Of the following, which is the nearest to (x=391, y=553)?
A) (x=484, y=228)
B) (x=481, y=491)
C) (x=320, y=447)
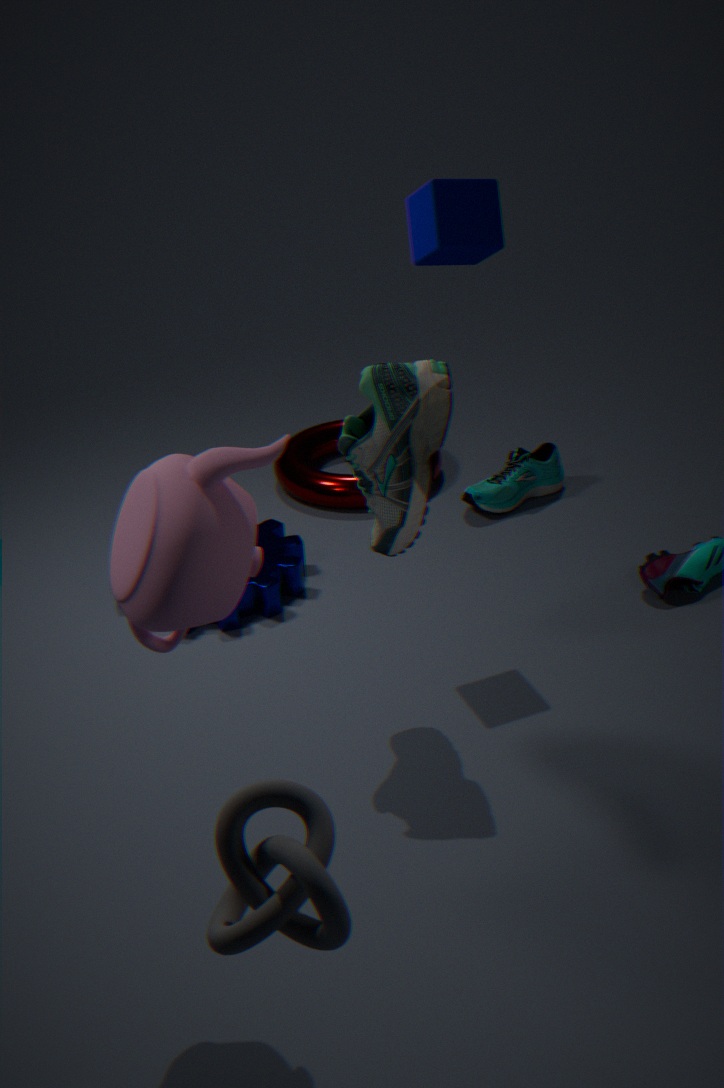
(x=484, y=228)
